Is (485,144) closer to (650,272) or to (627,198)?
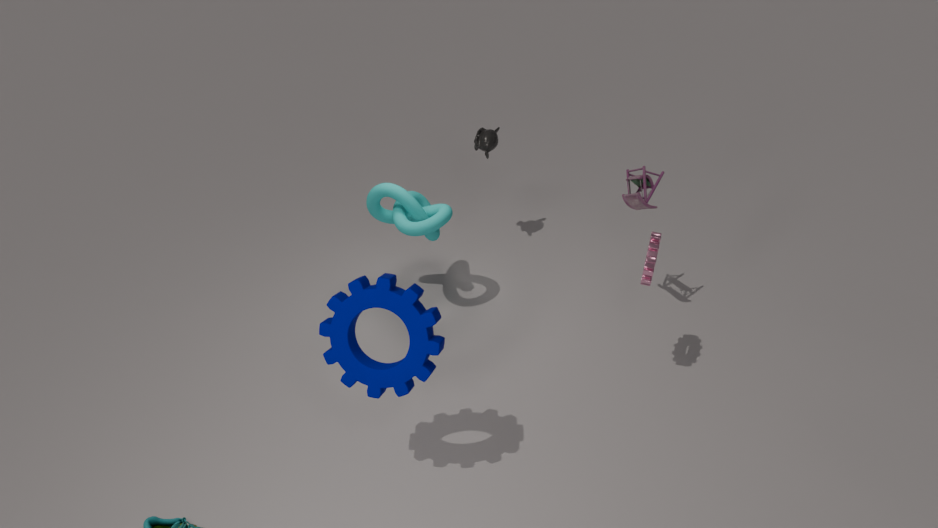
(627,198)
